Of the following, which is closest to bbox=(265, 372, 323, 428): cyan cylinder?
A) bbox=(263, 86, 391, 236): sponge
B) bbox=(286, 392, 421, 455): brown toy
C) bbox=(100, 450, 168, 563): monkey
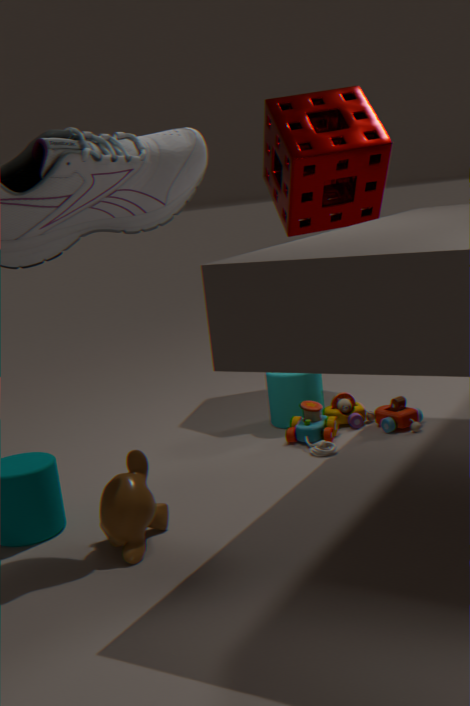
bbox=(286, 392, 421, 455): brown toy
